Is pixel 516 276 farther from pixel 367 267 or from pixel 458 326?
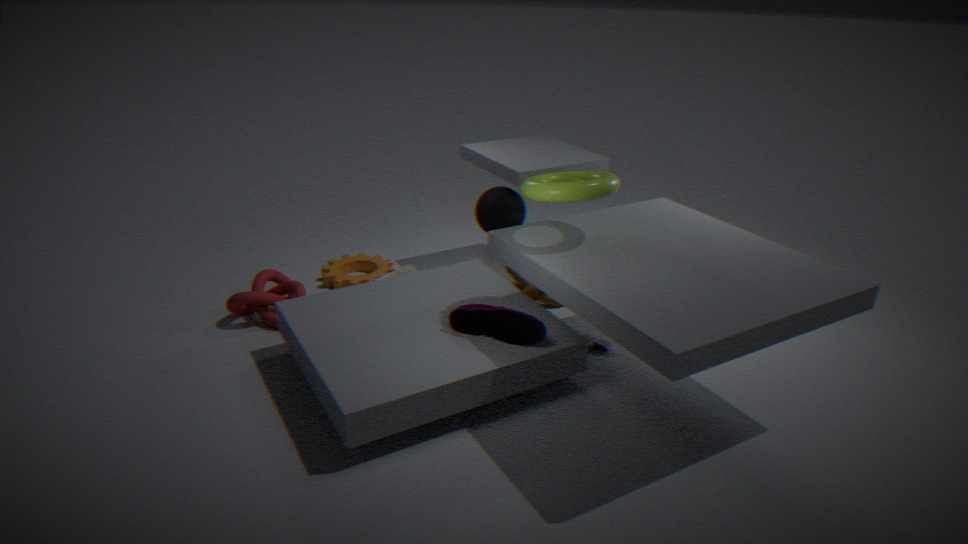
pixel 367 267
